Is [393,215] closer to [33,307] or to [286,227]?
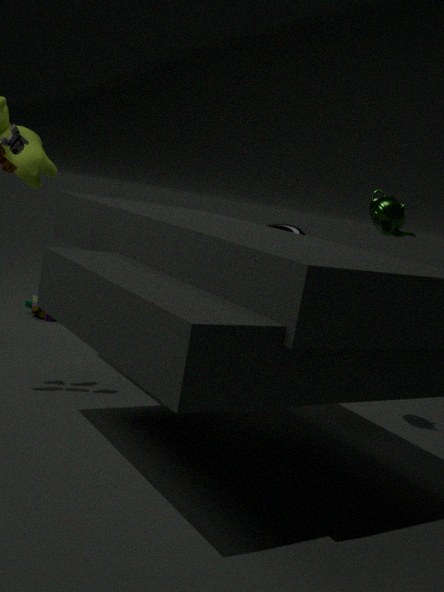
[286,227]
